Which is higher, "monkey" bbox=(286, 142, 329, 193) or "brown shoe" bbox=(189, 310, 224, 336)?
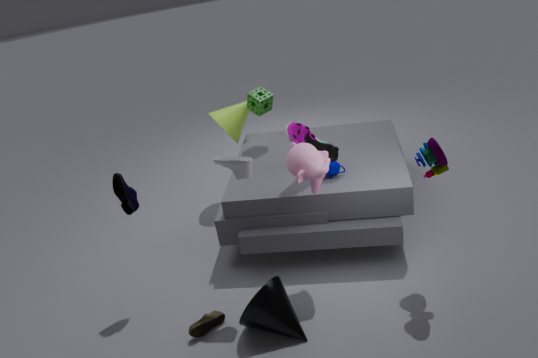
"monkey" bbox=(286, 142, 329, 193)
